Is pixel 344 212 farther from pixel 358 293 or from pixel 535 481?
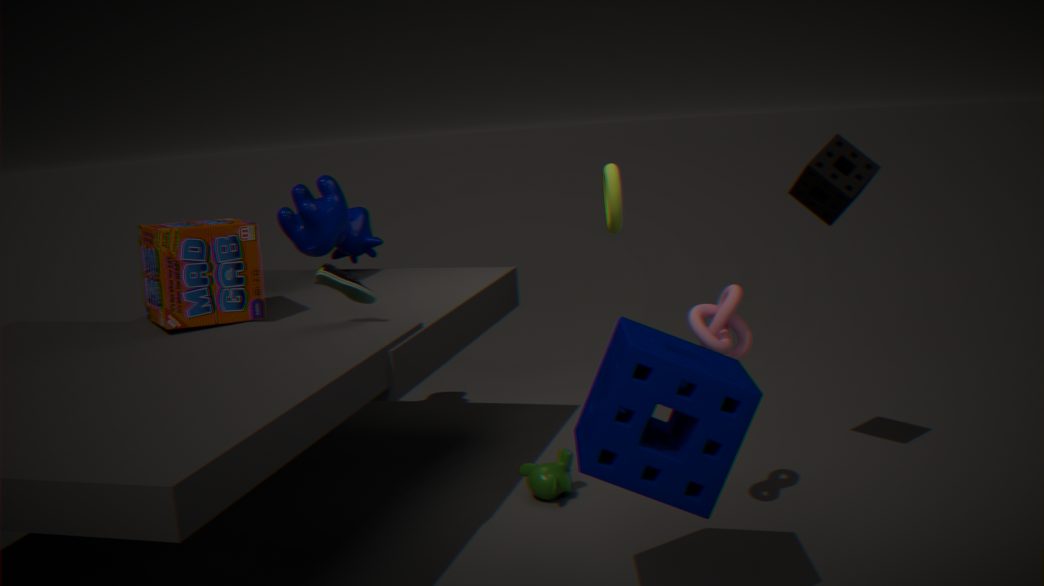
pixel 535 481
